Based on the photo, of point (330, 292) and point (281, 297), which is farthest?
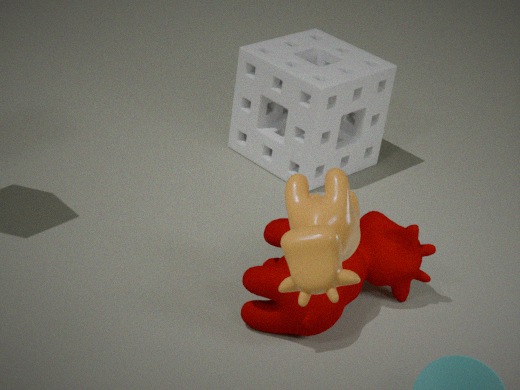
point (281, 297)
